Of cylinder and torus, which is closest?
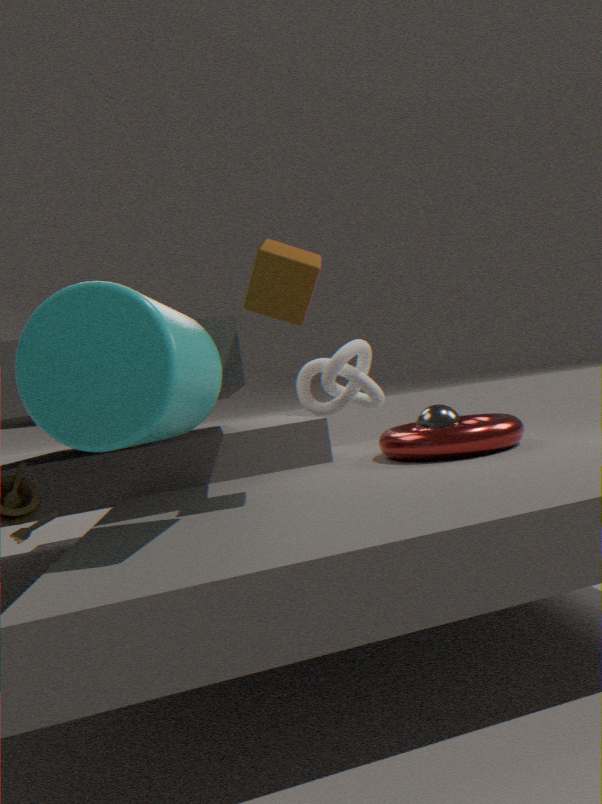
cylinder
